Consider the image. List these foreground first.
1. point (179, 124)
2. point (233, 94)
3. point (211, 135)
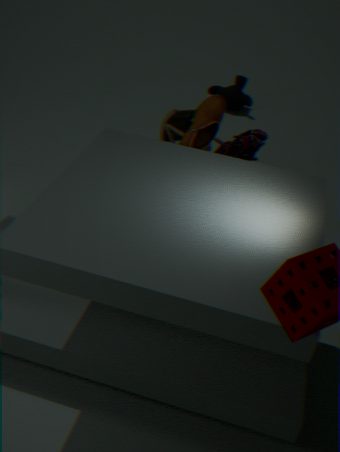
1. point (211, 135)
2. point (179, 124)
3. point (233, 94)
